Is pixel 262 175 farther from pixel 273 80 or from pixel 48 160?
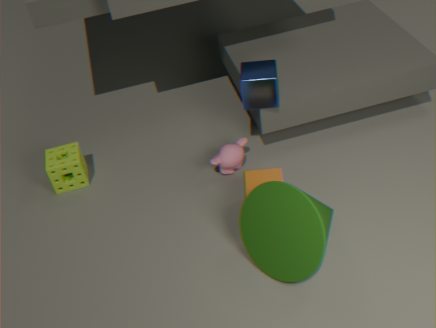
pixel 48 160
